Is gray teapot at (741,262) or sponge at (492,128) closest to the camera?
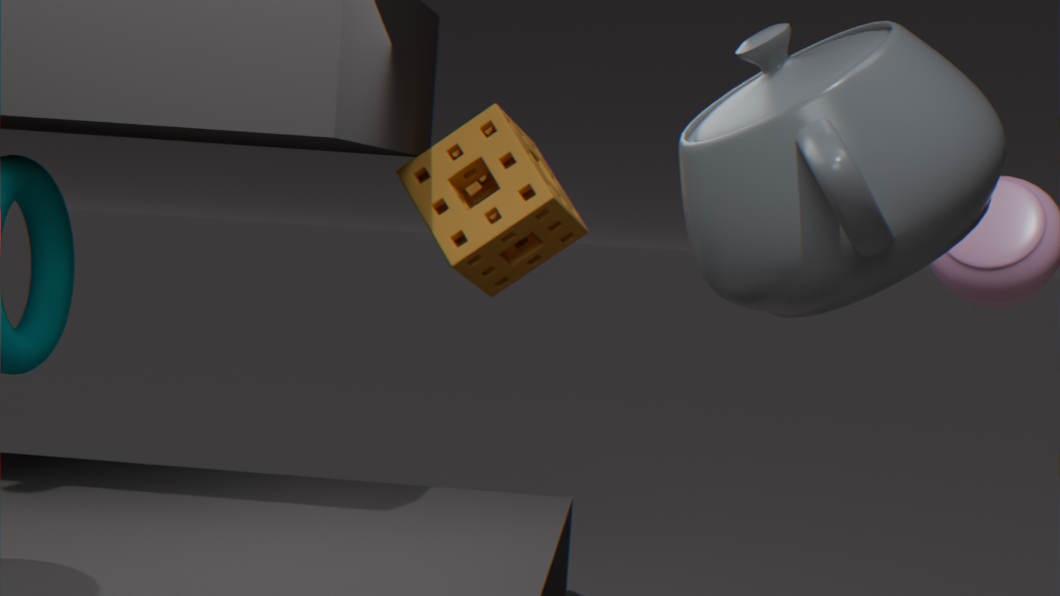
gray teapot at (741,262)
